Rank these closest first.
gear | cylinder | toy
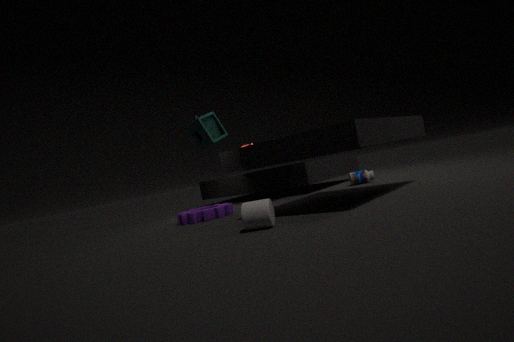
cylinder → gear → toy
